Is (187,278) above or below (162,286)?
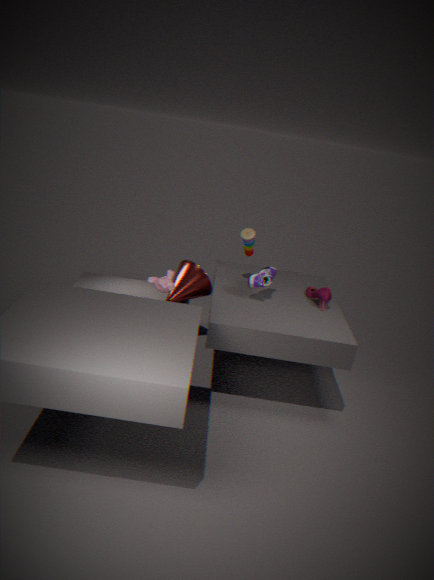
below
